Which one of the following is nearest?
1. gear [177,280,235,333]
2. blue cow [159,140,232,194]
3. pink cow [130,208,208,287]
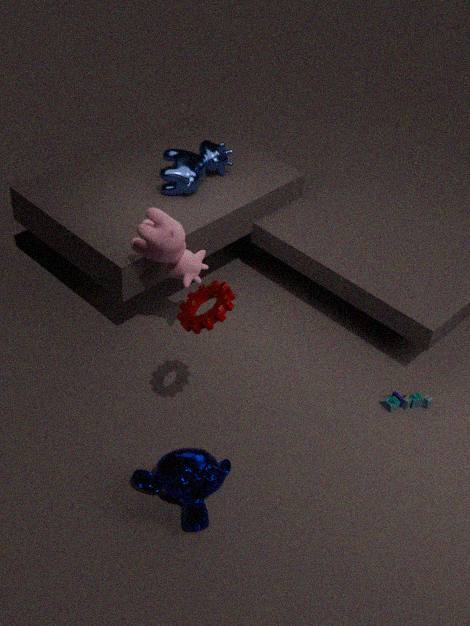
gear [177,280,235,333]
